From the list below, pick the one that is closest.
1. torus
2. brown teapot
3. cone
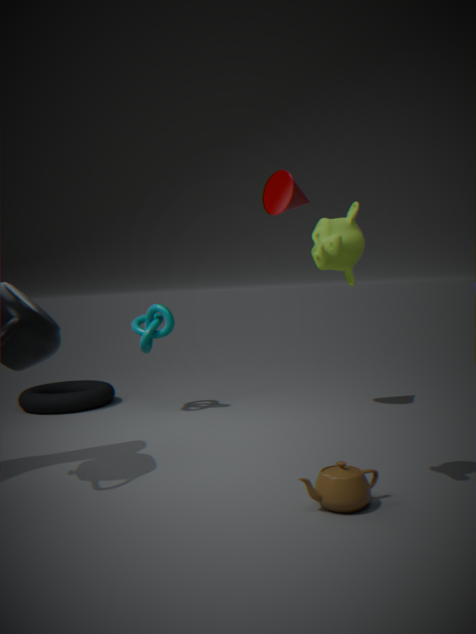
brown teapot
